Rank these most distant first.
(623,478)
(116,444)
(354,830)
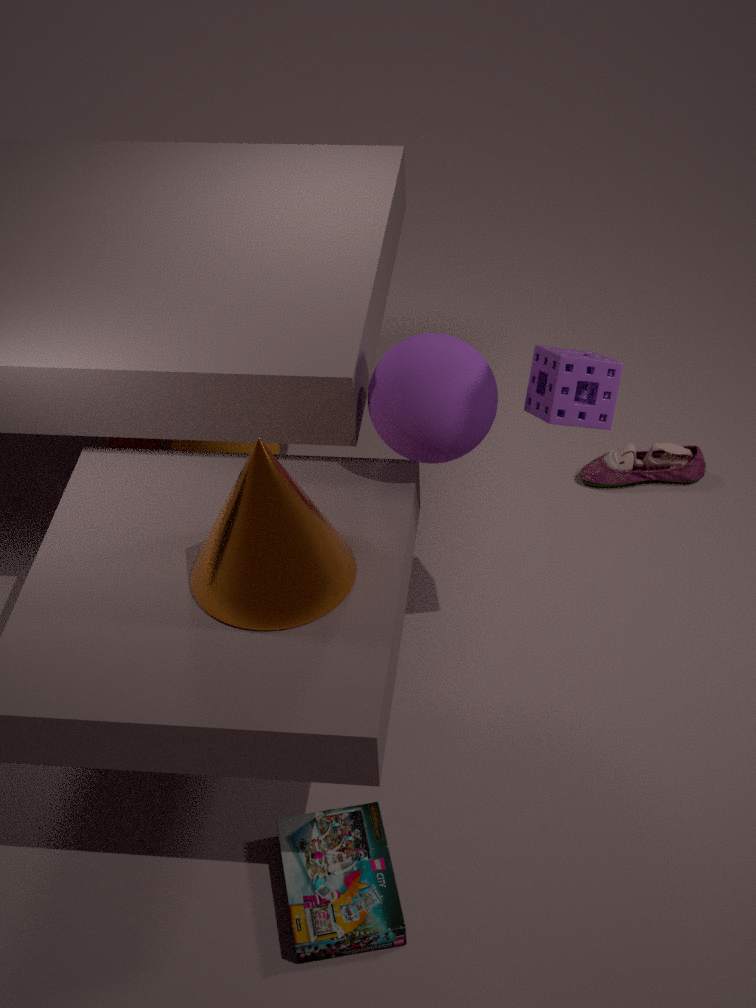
(116,444) < (623,478) < (354,830)
